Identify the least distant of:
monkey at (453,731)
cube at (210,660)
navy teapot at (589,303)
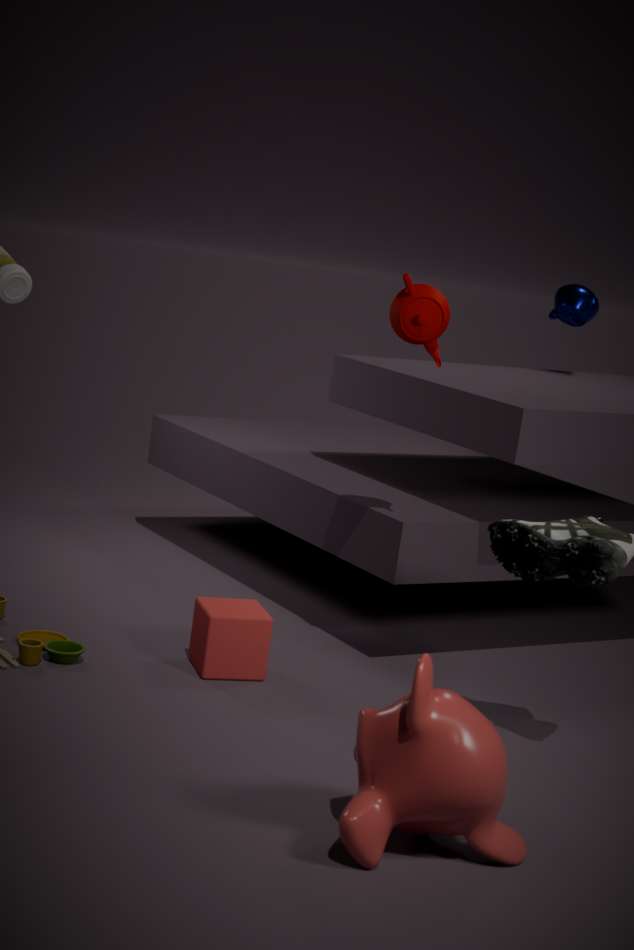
monkey at (453,731)
